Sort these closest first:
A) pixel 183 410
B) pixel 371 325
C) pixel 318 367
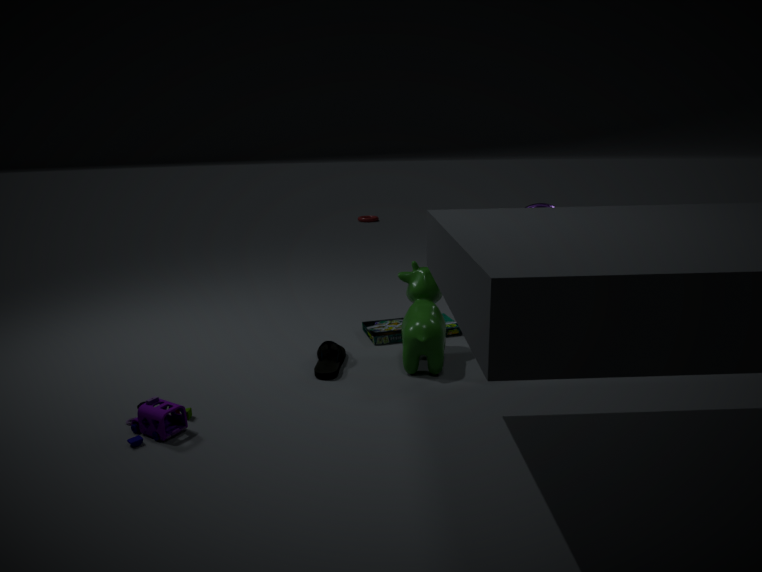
pixel 183 410
pixel 318 367
pixel 371 325
